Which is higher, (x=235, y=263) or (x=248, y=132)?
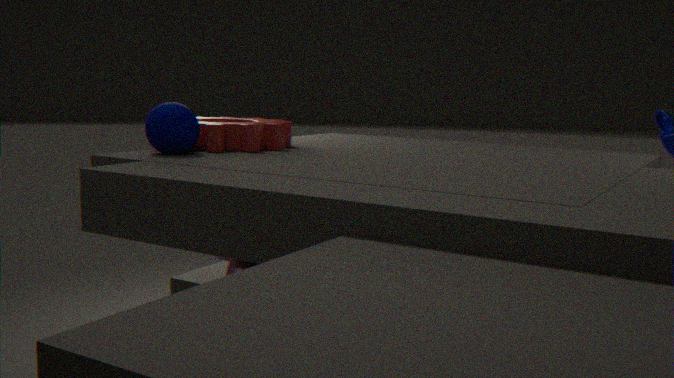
(x=248, y=132)
